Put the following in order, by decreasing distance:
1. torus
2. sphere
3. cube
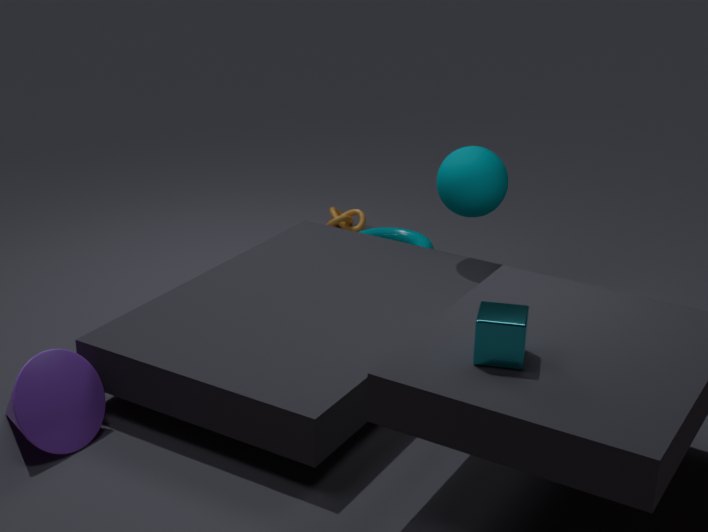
1. torus
2. sphere
3. cube
